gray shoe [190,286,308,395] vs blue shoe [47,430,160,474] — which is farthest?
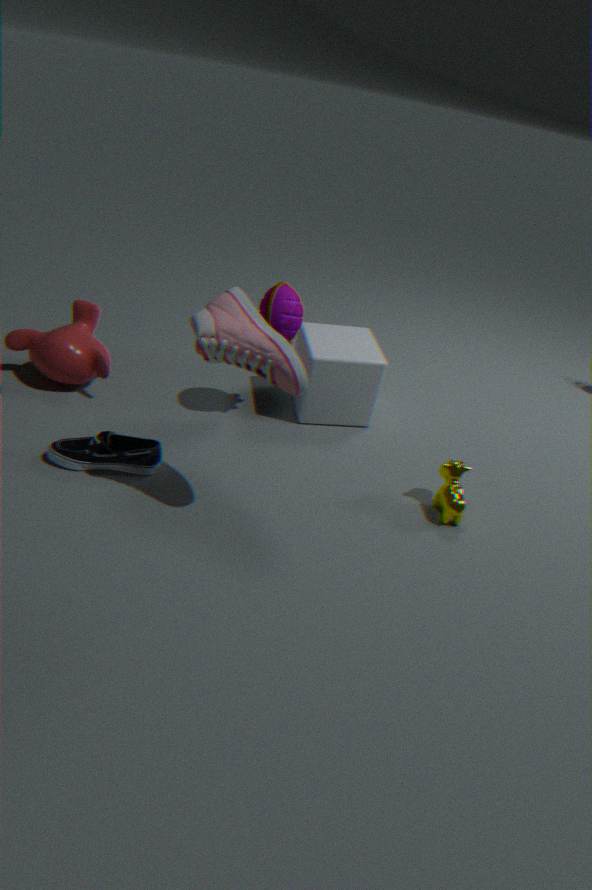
blue shoe [47,430,160,474]
